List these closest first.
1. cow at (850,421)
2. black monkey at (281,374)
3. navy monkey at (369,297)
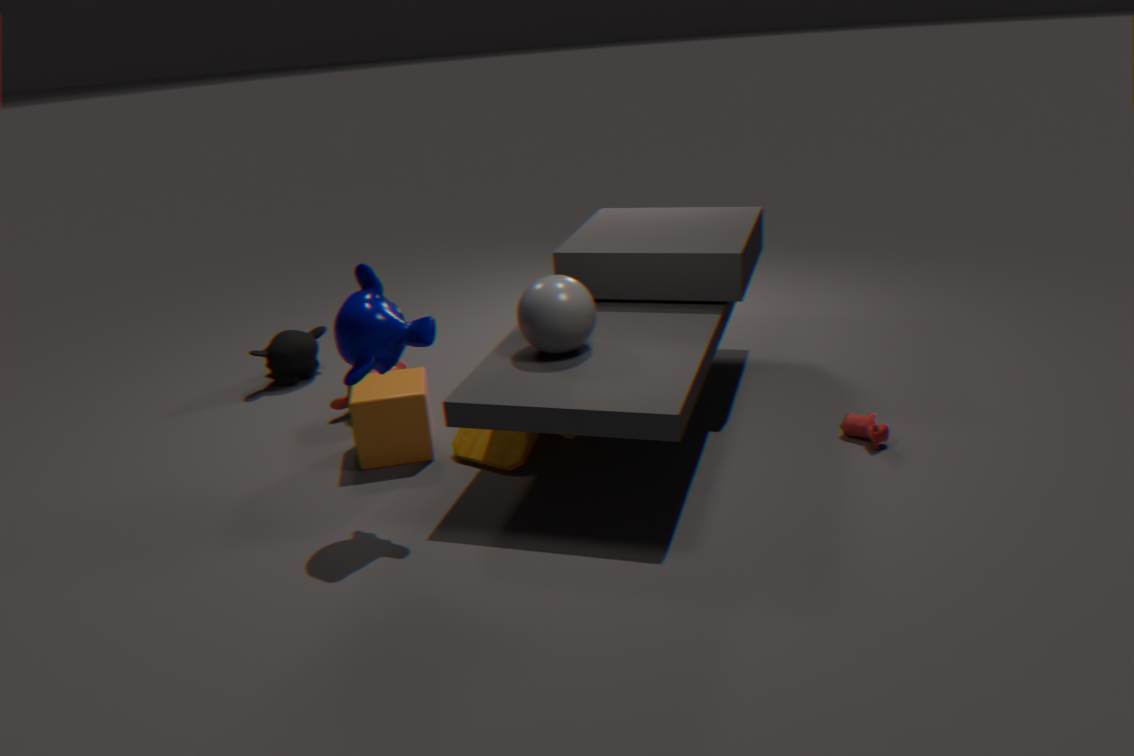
navy monkey at (369,297)
cow at (850,421)
black monkey at (281,374)
